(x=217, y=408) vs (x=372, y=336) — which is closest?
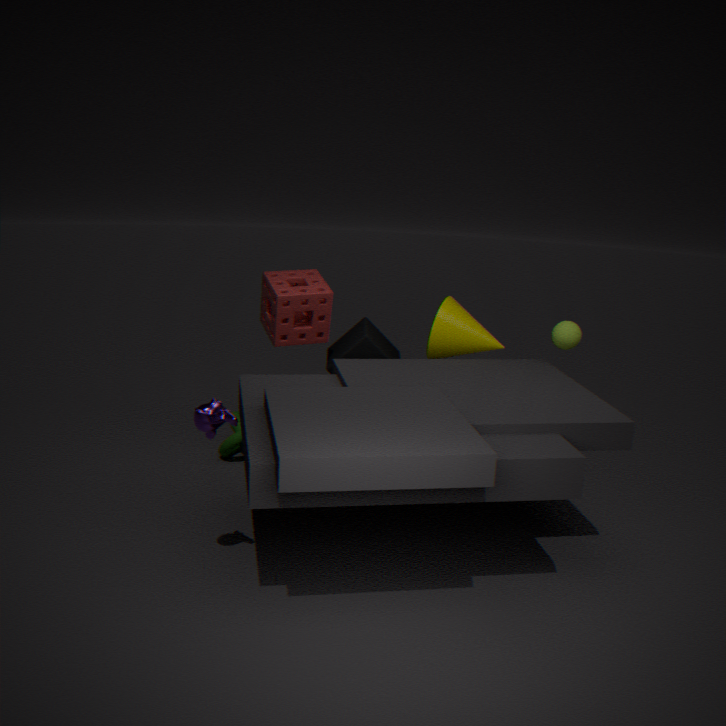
(x=217, y=408)
